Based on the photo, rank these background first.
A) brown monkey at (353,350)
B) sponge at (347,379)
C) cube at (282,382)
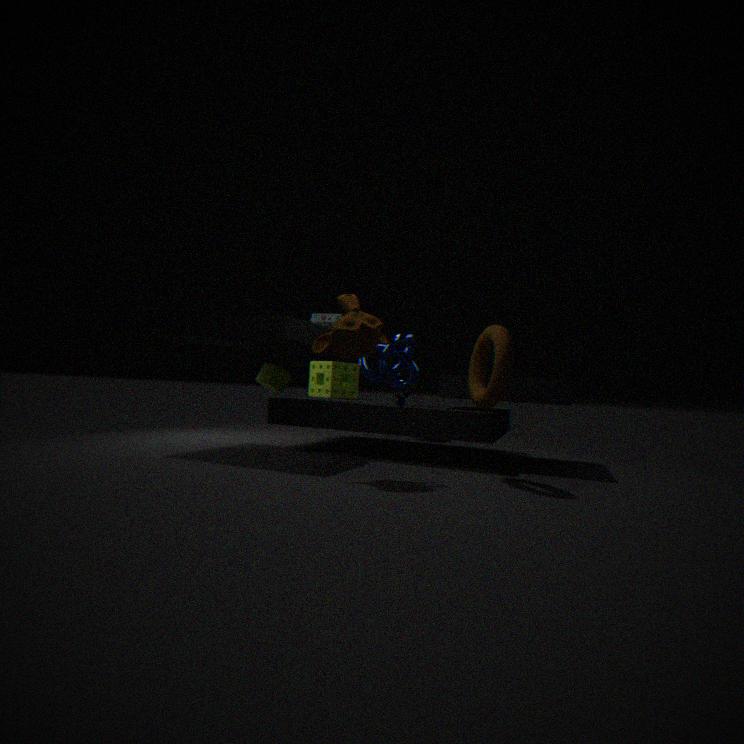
sponge at (347,379) < cube at (282,382) < brown monkey at (353,350)
